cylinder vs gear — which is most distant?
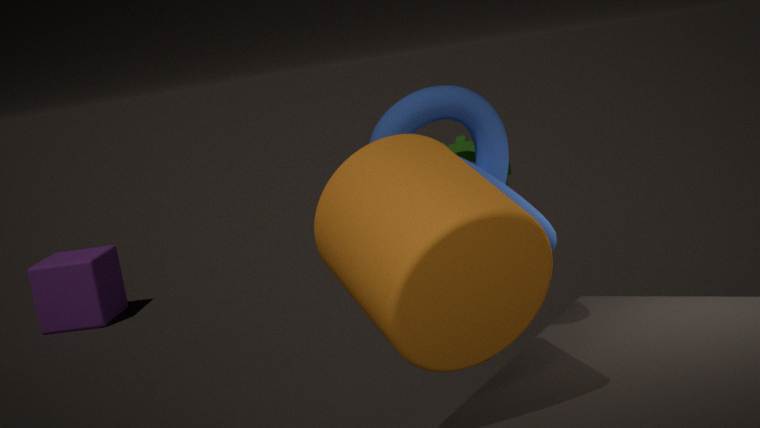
gear
